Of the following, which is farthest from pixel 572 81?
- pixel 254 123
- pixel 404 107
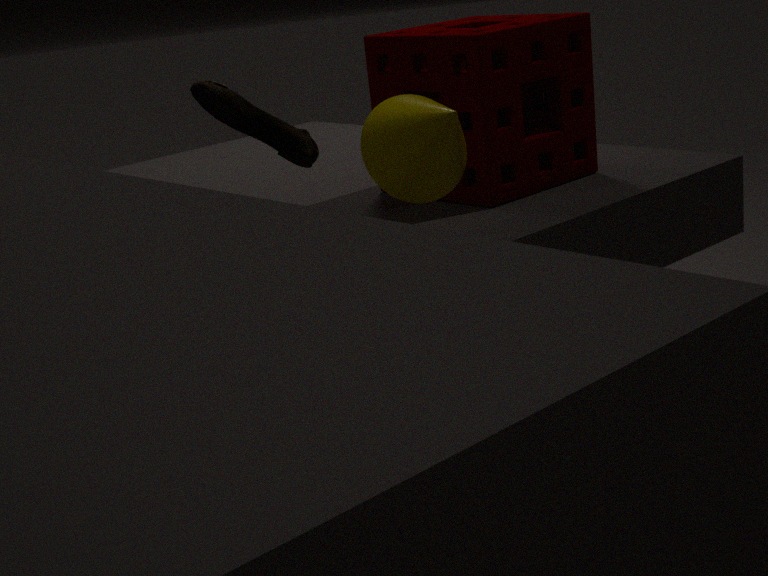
pixel 254 123
